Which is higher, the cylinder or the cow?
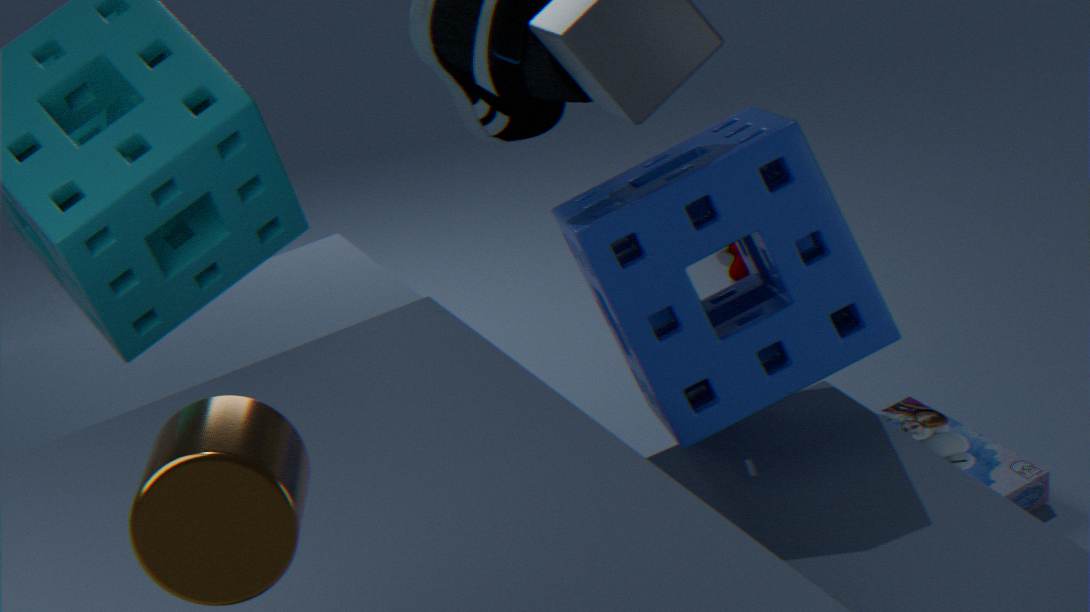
the cylinder
